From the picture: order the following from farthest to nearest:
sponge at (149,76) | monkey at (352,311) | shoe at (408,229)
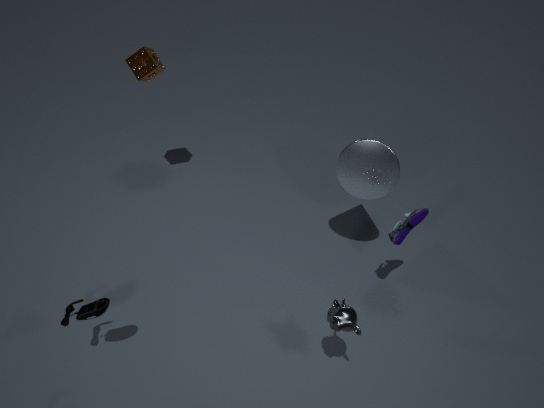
sponge at (149,76)
shoe at (408,229)
monkey at (352,311)
